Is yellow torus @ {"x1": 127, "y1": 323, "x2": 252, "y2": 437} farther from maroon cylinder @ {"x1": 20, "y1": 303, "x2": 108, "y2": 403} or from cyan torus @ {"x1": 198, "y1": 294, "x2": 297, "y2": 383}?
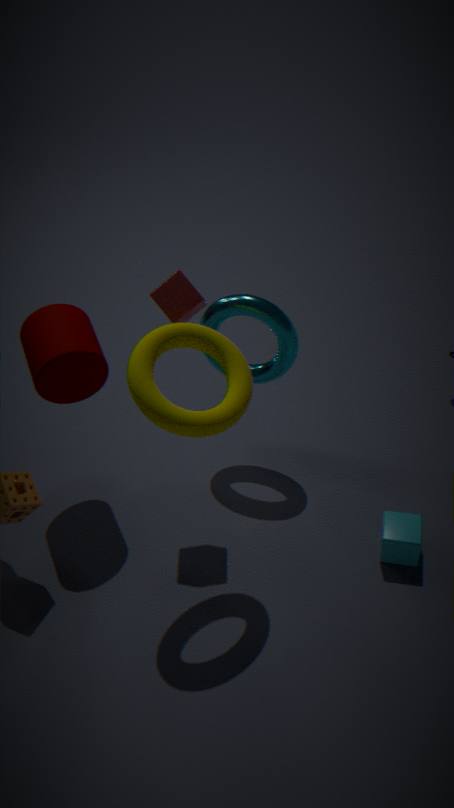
cyan torus @ {"x1": 198, "y1": 294, "x2": 297, "y2": 383}
